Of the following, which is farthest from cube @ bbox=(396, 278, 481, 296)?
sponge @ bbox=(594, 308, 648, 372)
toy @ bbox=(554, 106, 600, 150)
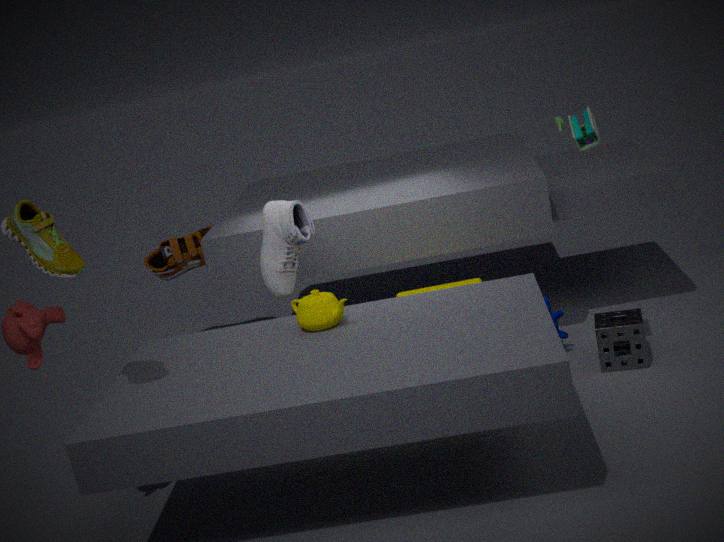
toy @ bbox=(554, 106, 600, 150)
